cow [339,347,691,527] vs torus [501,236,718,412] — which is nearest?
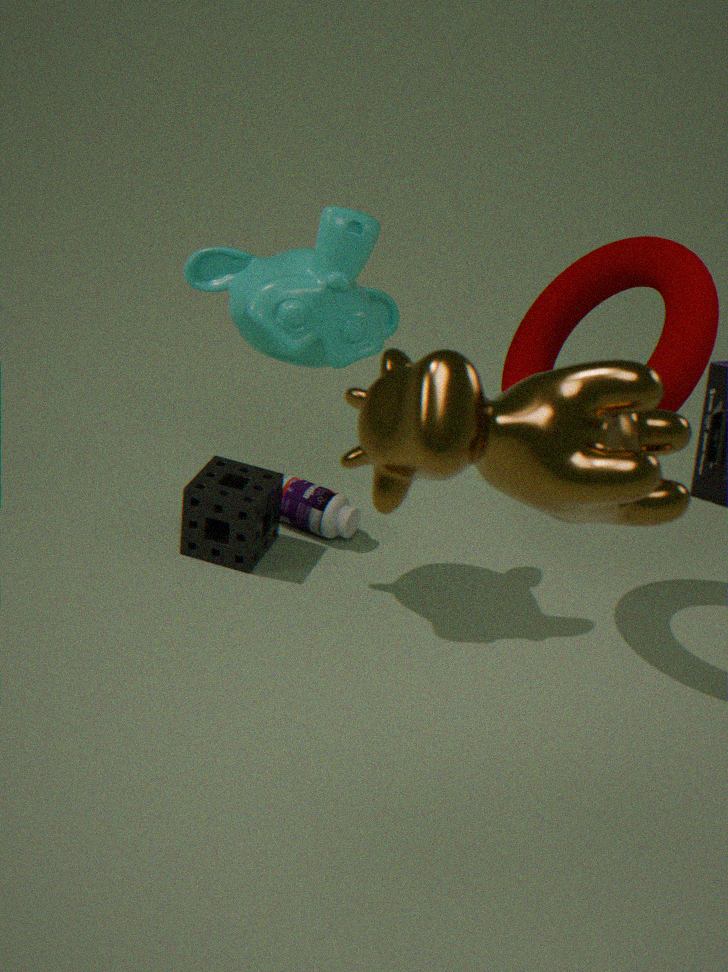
cow [339,347,691,527]
